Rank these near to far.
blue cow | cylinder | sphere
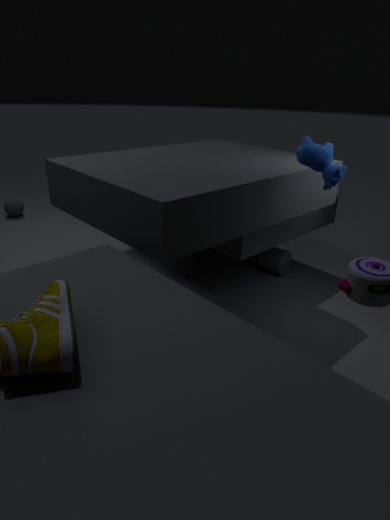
blue cow < cylinder < sphere
